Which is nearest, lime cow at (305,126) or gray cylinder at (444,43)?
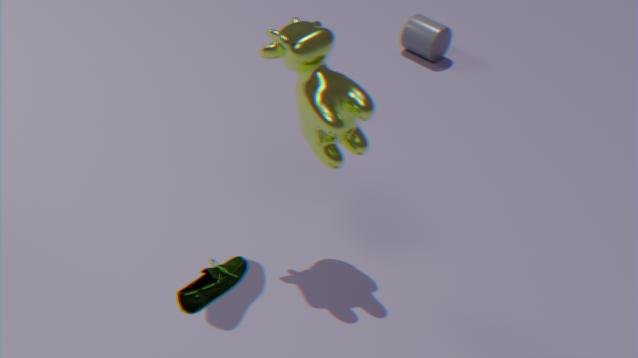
lime cow at (305,126)
